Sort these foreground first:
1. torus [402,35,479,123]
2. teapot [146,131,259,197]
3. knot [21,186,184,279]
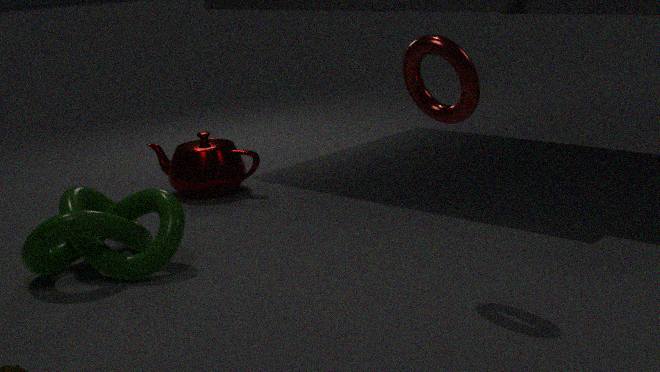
torus [402,35,479,123]
knot [21,186,184,279]
teapot [146,131,259,197]
